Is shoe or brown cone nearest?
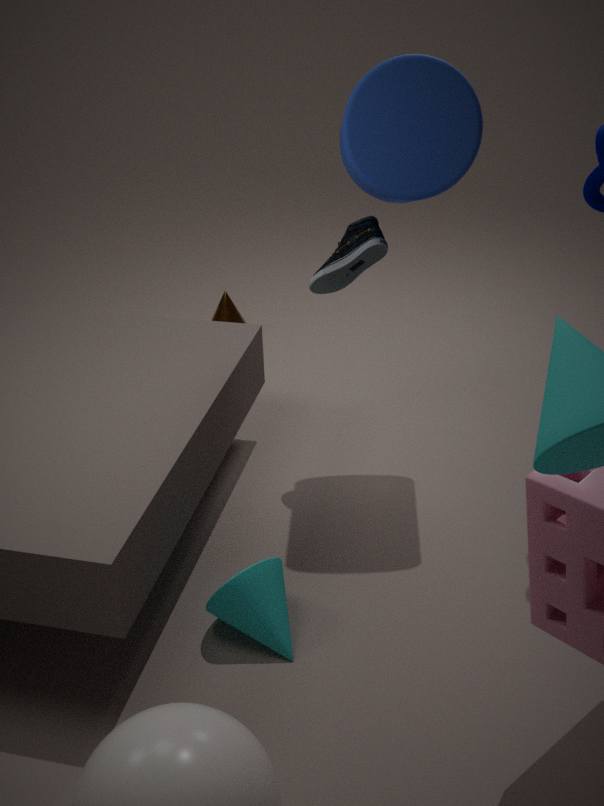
shoe
